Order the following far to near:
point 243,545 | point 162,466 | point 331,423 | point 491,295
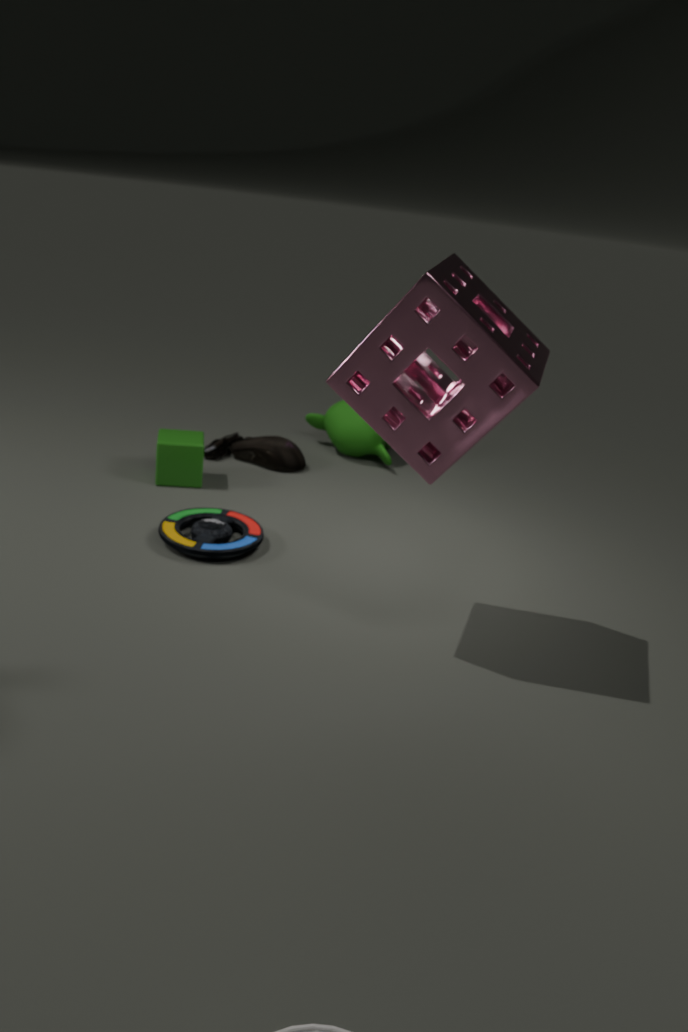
1. point 331,423
2. point 162,466
3. point 243,545
4. point 491,295
